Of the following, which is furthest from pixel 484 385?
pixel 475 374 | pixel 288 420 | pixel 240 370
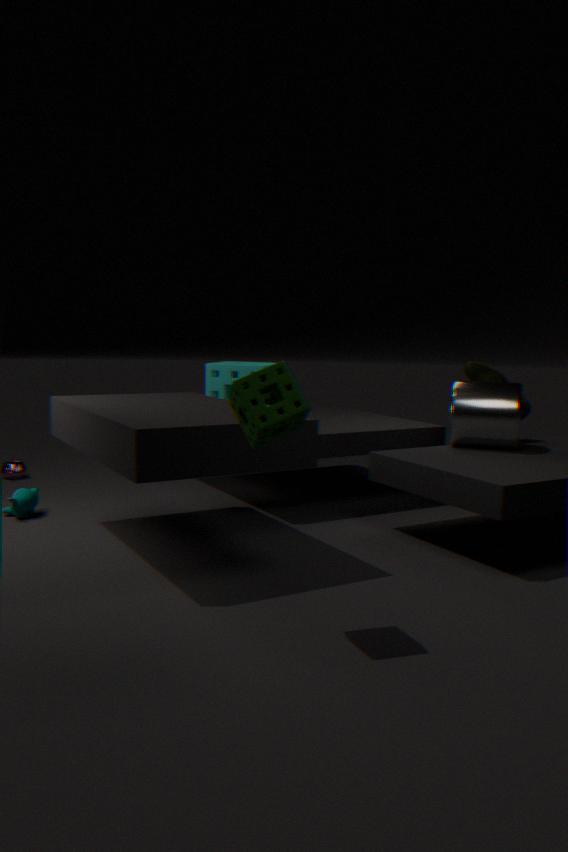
pixel 288 420
